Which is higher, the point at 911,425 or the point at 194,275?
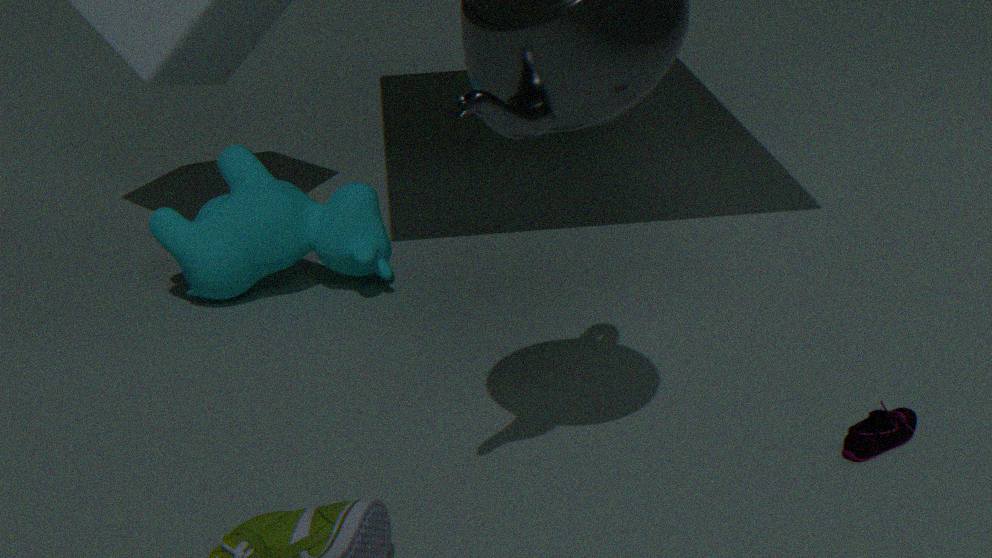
the point at 194,275
